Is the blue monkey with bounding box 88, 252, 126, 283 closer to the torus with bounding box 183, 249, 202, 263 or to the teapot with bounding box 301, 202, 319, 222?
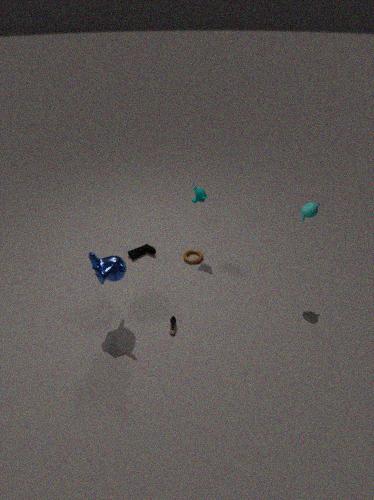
the torus with bounding box 183, 249, 202, 263
